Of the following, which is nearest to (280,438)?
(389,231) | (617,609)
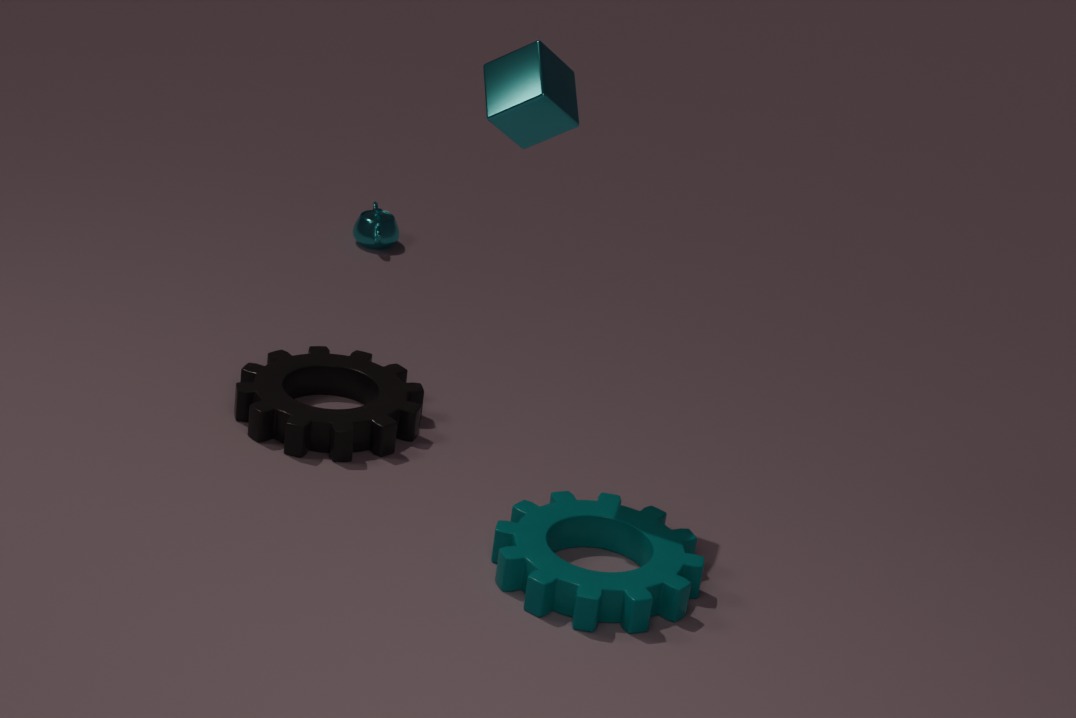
(617,609)
